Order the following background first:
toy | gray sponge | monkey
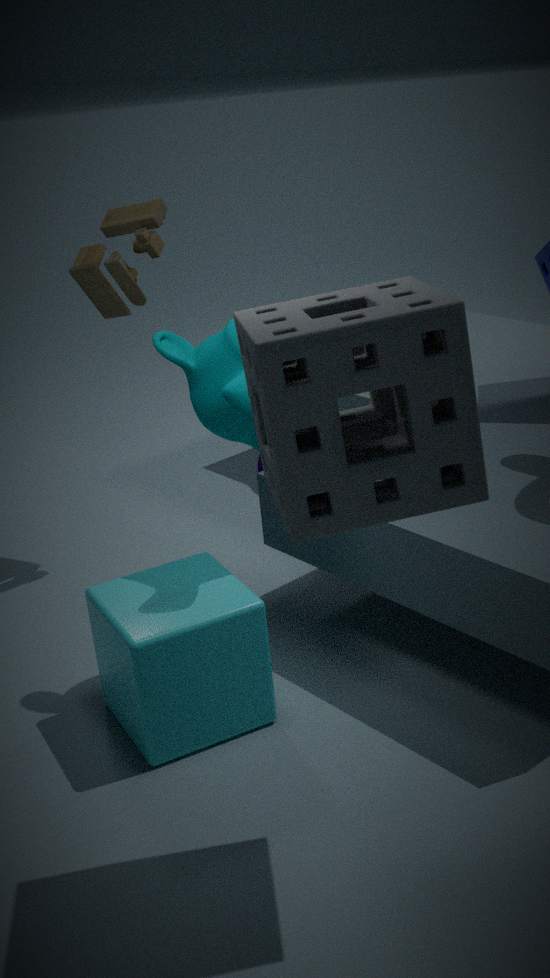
toy < monkey < gray sponge
